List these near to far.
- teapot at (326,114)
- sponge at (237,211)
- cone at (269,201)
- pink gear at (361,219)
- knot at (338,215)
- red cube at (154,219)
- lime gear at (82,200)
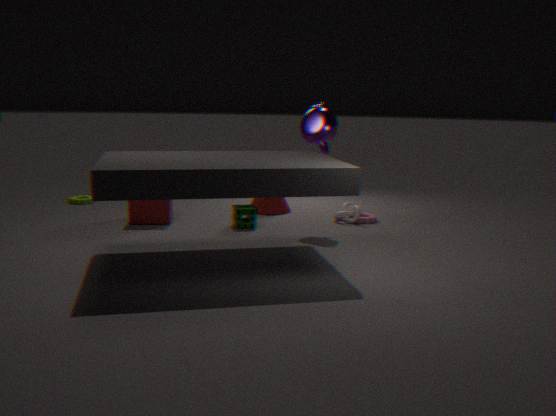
teapot at (326,114), sponge at (237,211), red cube at (154,219), knot at (338,215), pink gear at (361,219), cone at (269,201), lime gear at (82,200)
